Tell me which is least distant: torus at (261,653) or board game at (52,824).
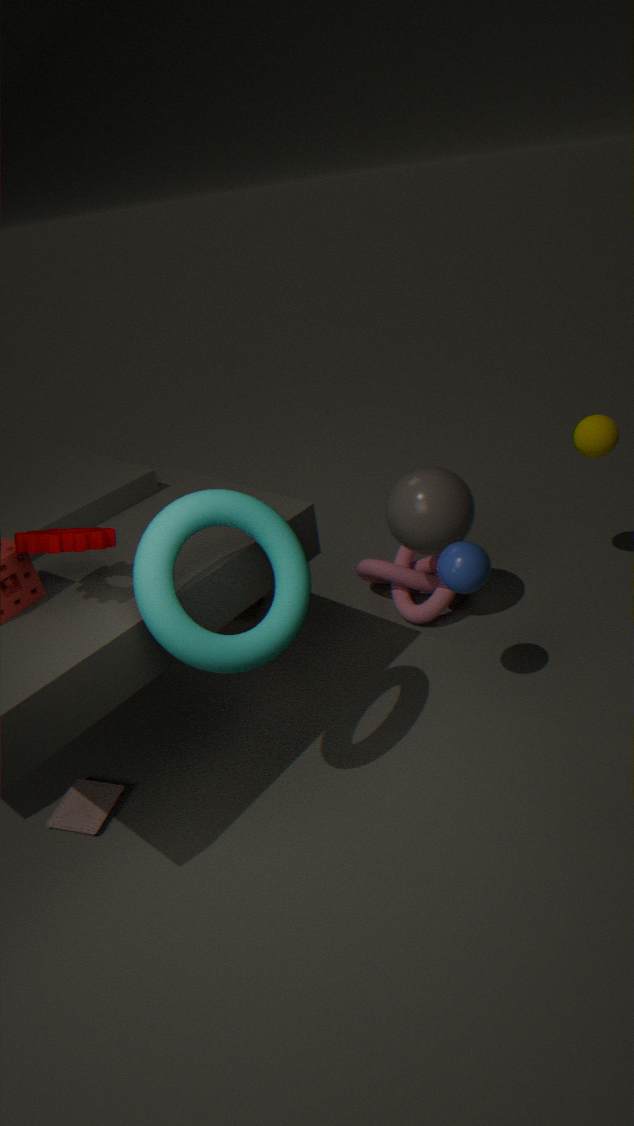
torus at (261,653)
